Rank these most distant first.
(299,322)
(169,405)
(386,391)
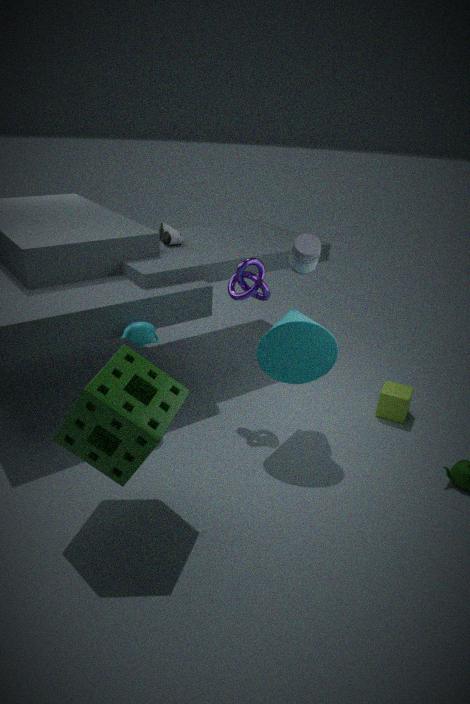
1. (386,391)
2. (299,322)
3. (169,405)
